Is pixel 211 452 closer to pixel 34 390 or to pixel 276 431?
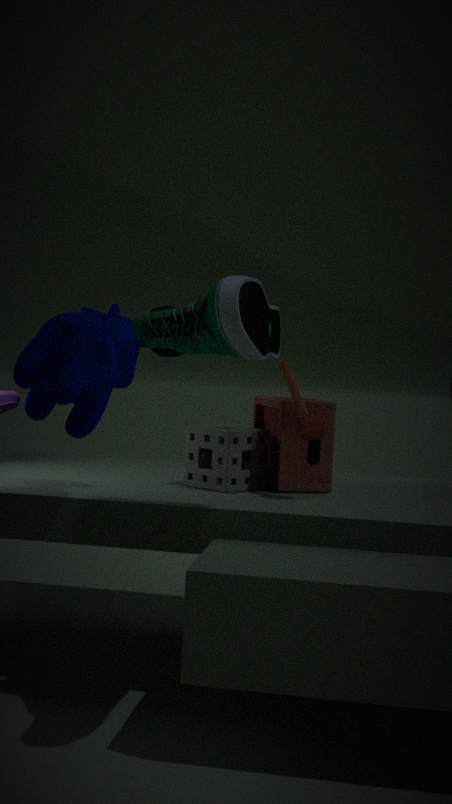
pixel 276 431
